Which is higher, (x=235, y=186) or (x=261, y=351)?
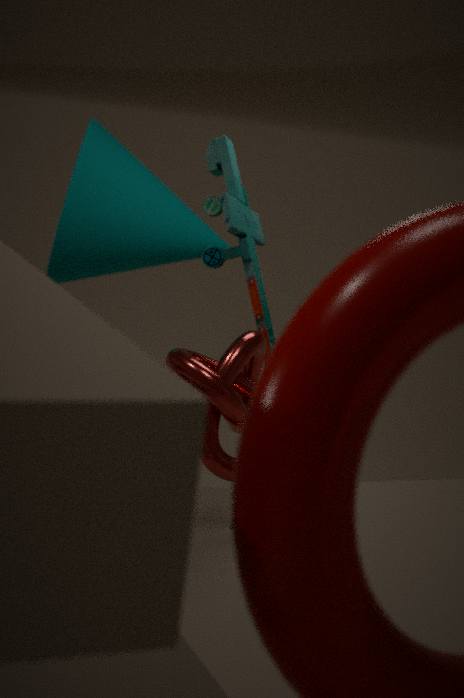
(x=235, y=186)
